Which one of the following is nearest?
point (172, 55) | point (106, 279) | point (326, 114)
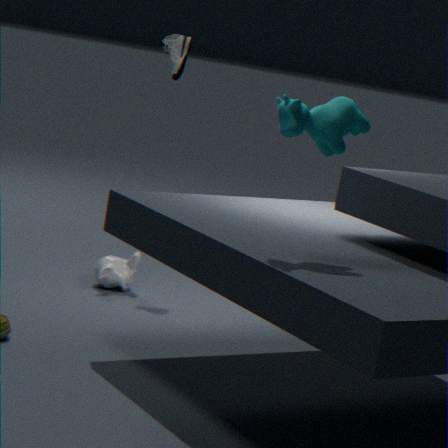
point (326, 114)
